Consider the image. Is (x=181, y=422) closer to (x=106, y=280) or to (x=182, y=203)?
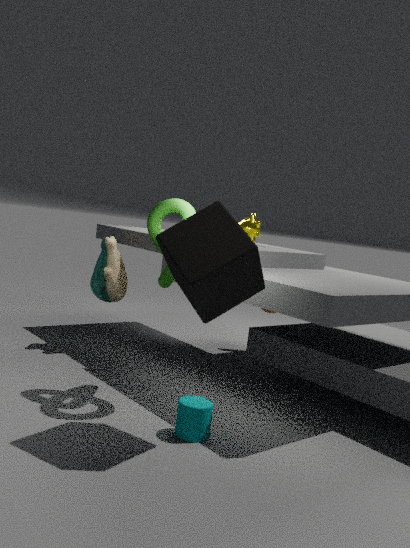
(x=182, y=203)
